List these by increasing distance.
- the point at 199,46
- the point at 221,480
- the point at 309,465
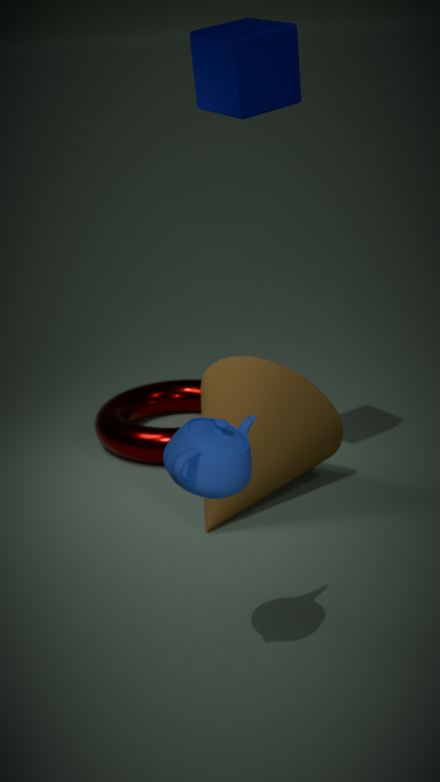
the point at 221,480 → the point at 199,46 → the point at 309,465
